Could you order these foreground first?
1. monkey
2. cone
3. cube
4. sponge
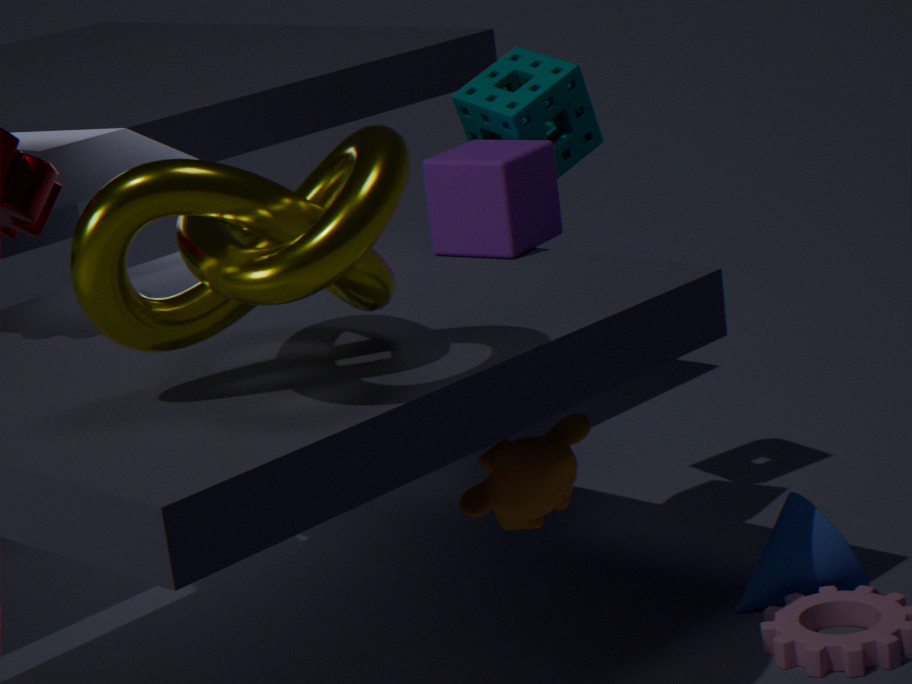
monkey, cone, cube, sponge
